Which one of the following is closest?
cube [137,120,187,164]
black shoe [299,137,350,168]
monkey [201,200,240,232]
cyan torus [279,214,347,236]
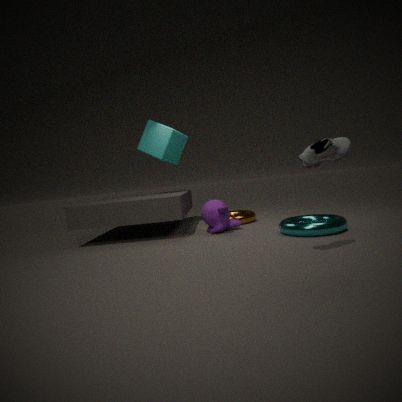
black shoe [299,137,350,168]
